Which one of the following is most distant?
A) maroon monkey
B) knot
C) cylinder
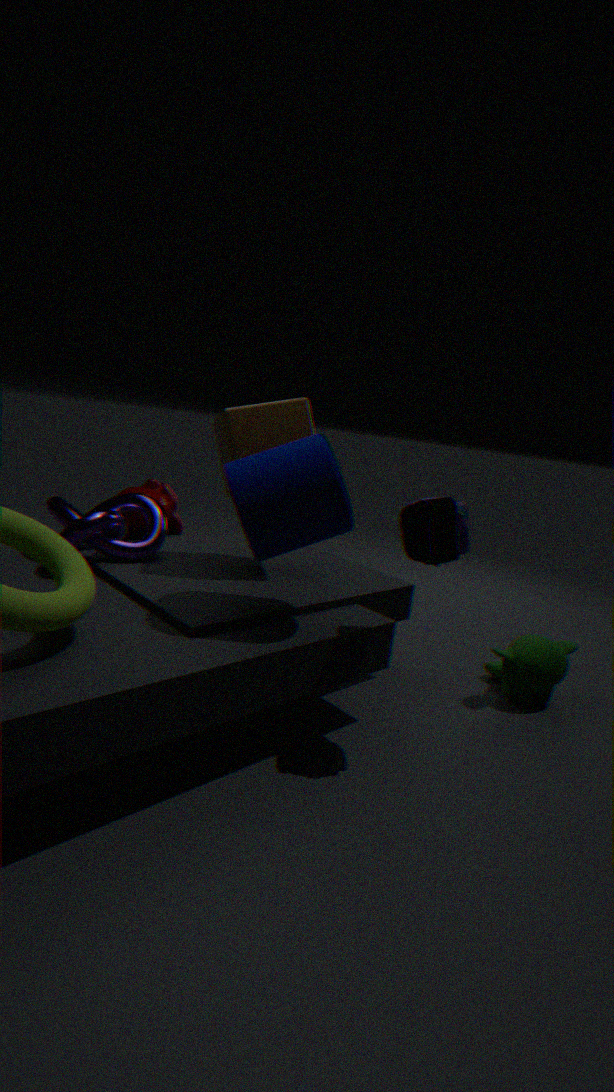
maroon monkey
